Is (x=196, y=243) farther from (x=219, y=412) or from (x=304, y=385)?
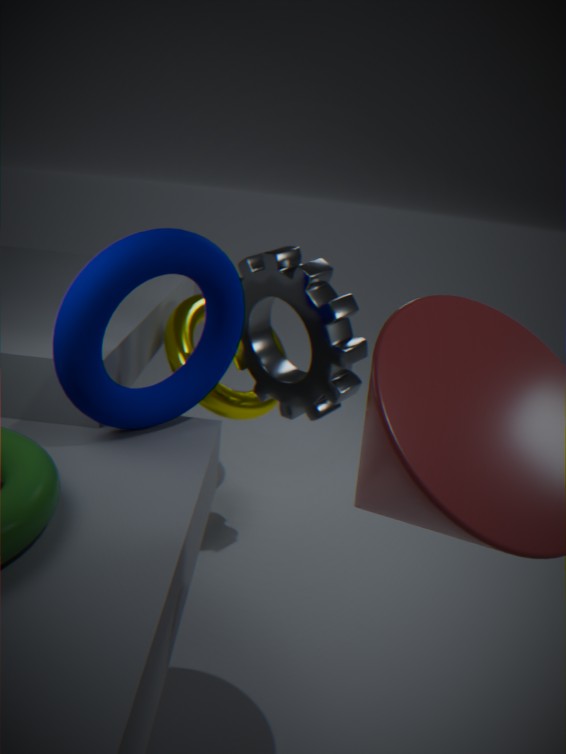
(x=219, y=412)
